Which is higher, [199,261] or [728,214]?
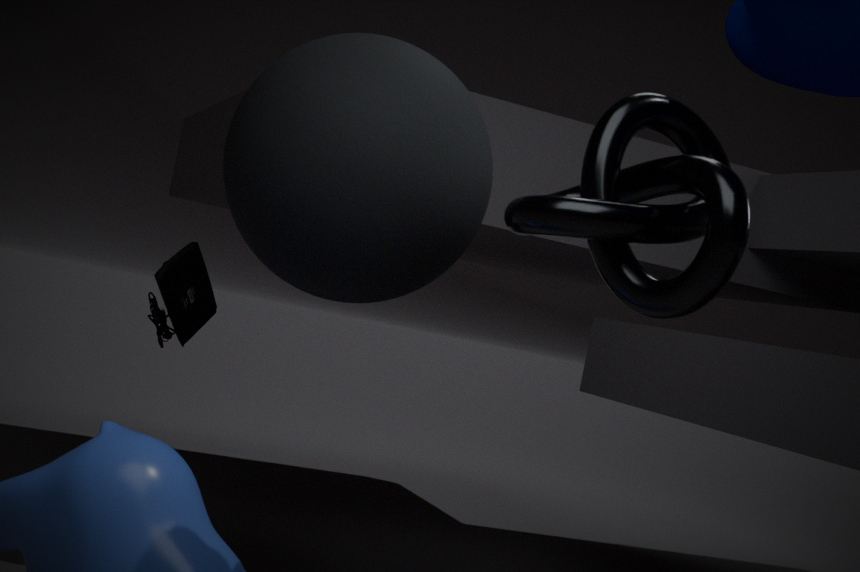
[728,214]
